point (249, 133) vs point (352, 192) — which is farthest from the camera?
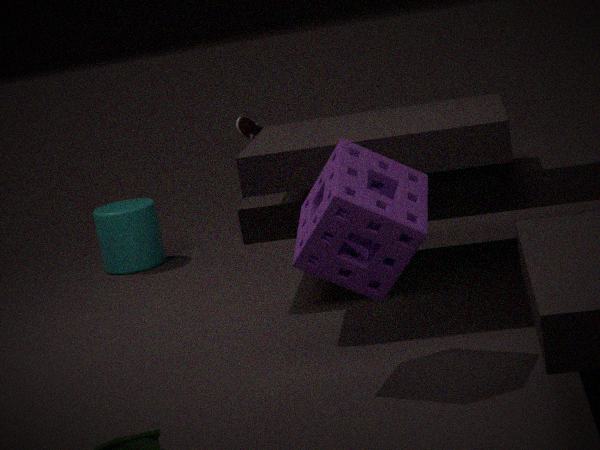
point (249, 133)
